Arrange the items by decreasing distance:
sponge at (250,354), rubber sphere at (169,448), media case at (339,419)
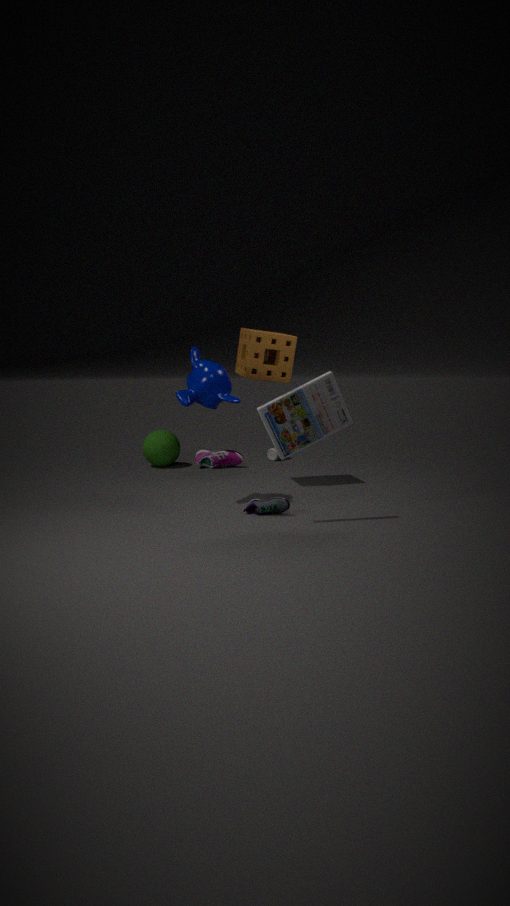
rubber sphere at (169,448)
sponge at (250,354)
media case at (339,419)
